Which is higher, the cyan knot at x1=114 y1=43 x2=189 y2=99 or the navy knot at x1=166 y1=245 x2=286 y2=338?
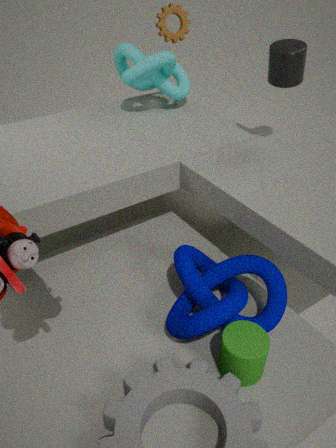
the cyan knot at x1=114 y1=43 x2=189 y2=99
